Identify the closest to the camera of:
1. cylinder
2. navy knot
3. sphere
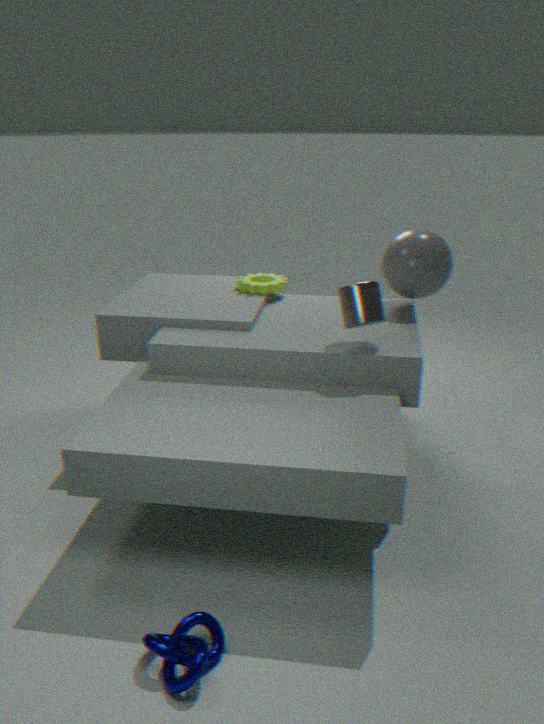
navy knot
